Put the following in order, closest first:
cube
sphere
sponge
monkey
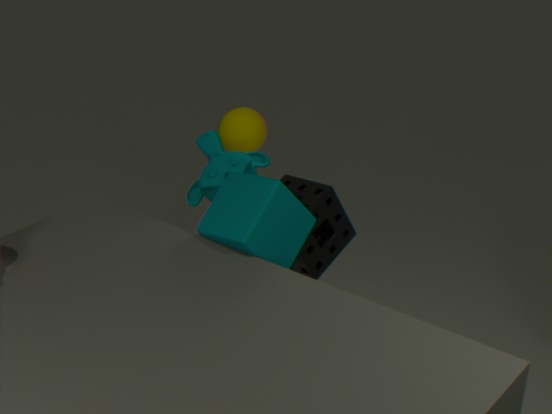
cube
sponge
monkey
sphere
